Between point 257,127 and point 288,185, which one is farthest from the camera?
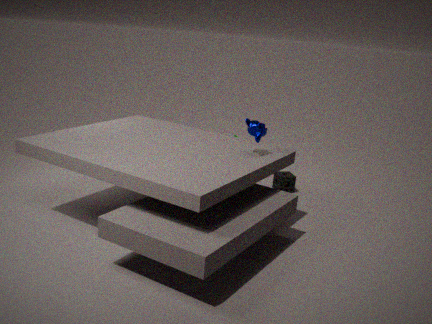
point 288,185
